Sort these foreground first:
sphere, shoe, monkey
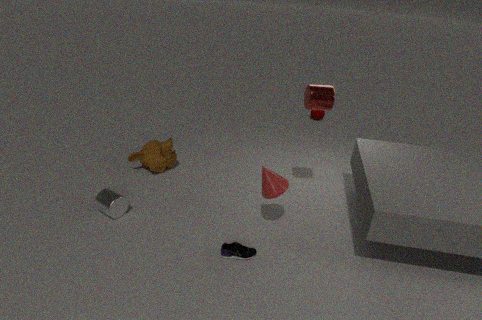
shoe, monkey, sphere
